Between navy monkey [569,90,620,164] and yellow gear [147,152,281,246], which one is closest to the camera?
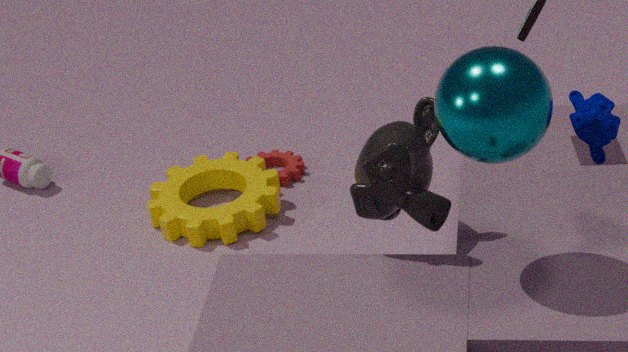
navy monkey [569,90,620,164]
